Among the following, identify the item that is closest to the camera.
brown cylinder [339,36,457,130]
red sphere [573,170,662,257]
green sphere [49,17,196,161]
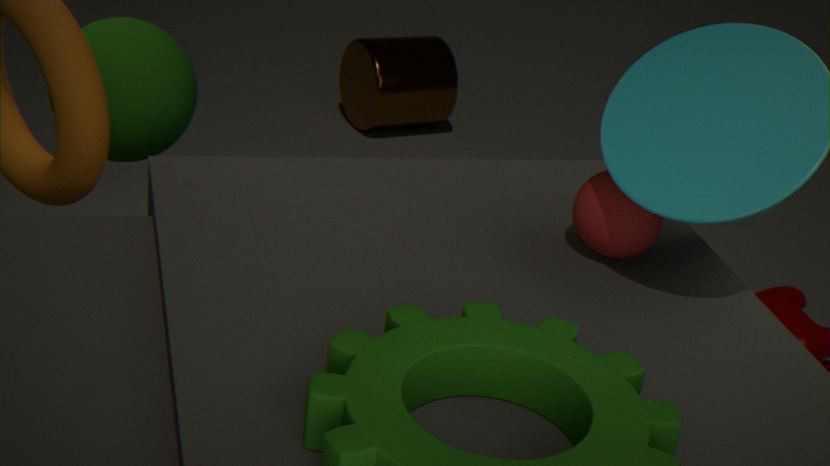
red sphere [573,170,662,257]
